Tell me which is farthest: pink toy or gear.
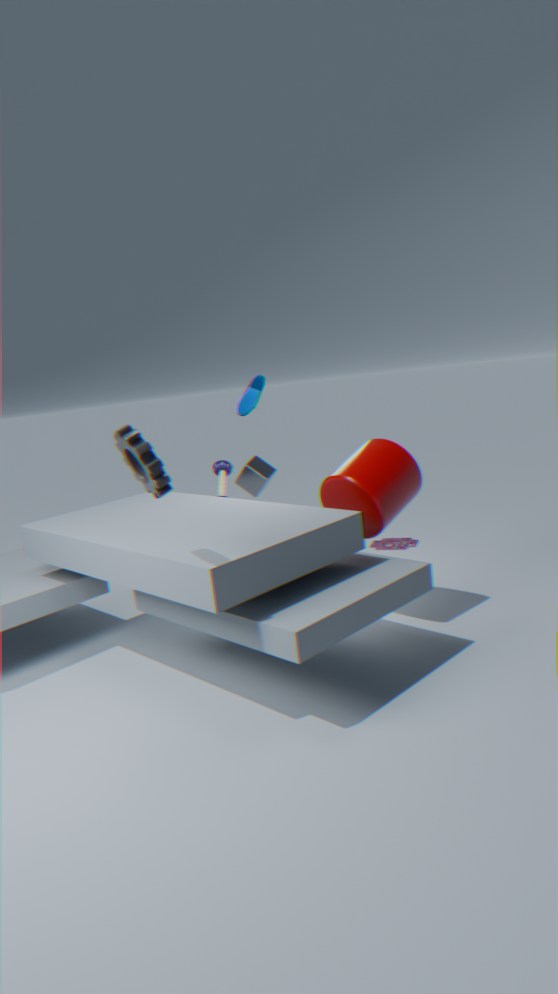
pink toy
